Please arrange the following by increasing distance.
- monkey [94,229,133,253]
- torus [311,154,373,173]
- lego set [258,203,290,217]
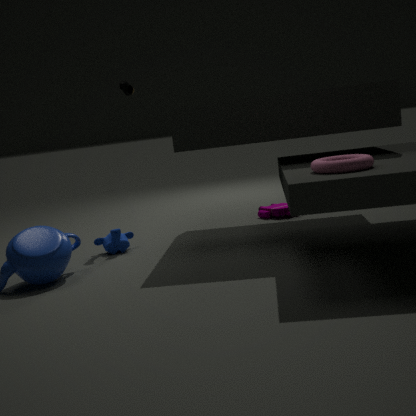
torus [311,154,373,173], monkey [94,229,133,253], lego set [258,203,290,217]
